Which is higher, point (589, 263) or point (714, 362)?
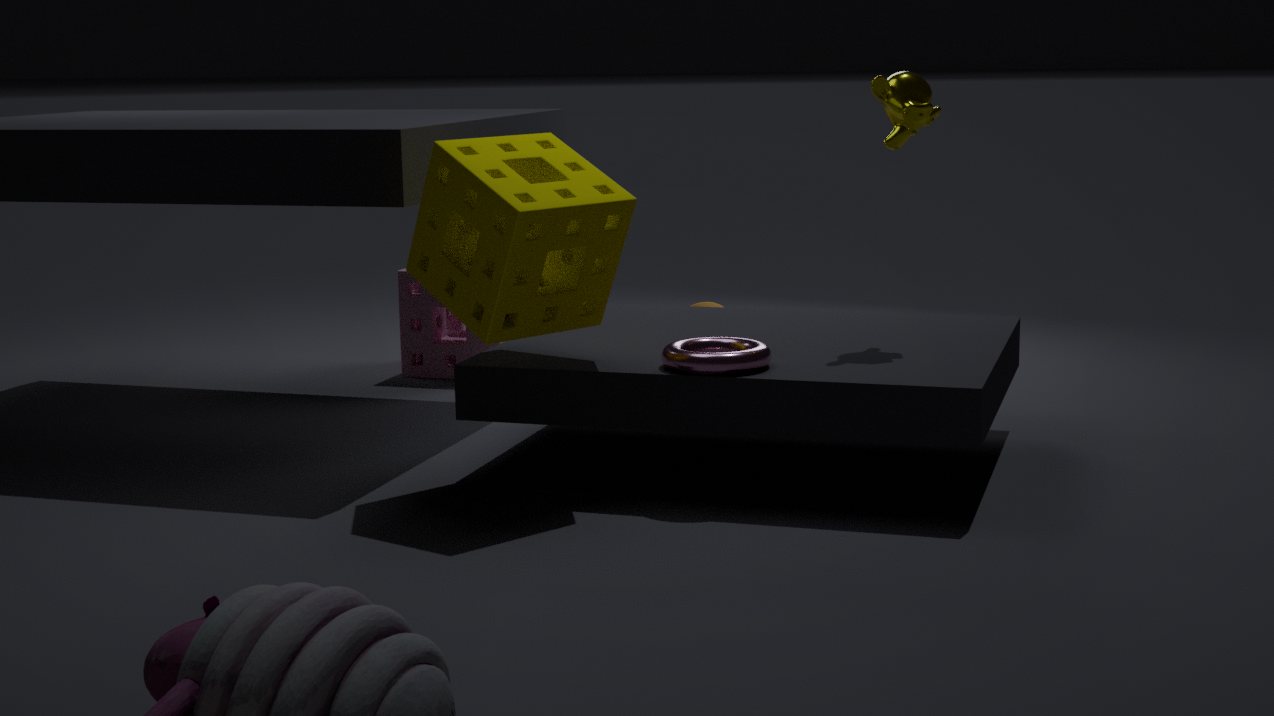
point (589, 263)
